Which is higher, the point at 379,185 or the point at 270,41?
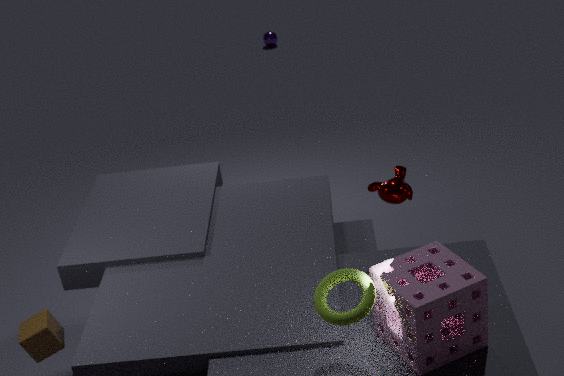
the point at 379,185
